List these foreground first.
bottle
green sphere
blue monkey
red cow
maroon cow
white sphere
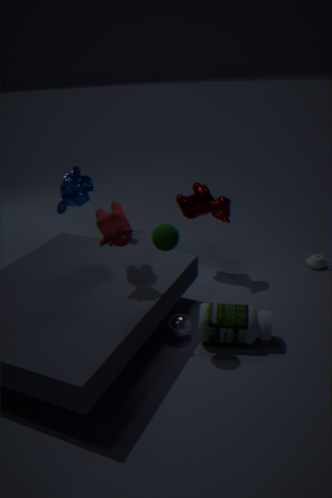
green sphere → red cow → bottle → white sphere → maroon cow → blue monkey
